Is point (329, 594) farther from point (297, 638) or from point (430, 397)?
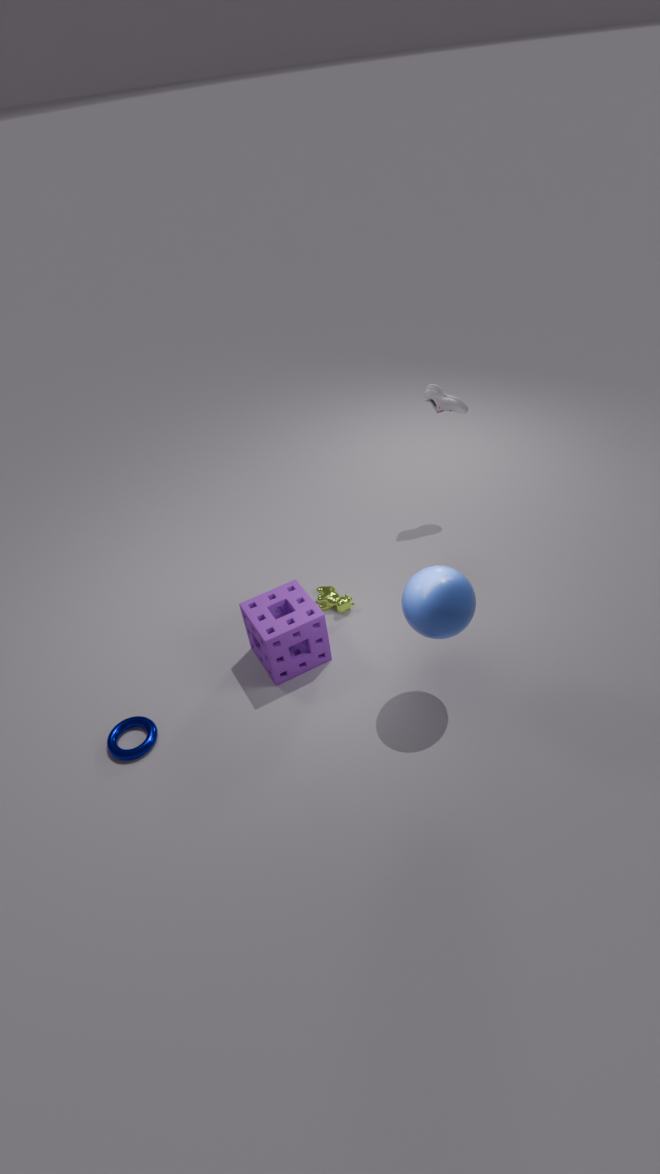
point (430, 397)
